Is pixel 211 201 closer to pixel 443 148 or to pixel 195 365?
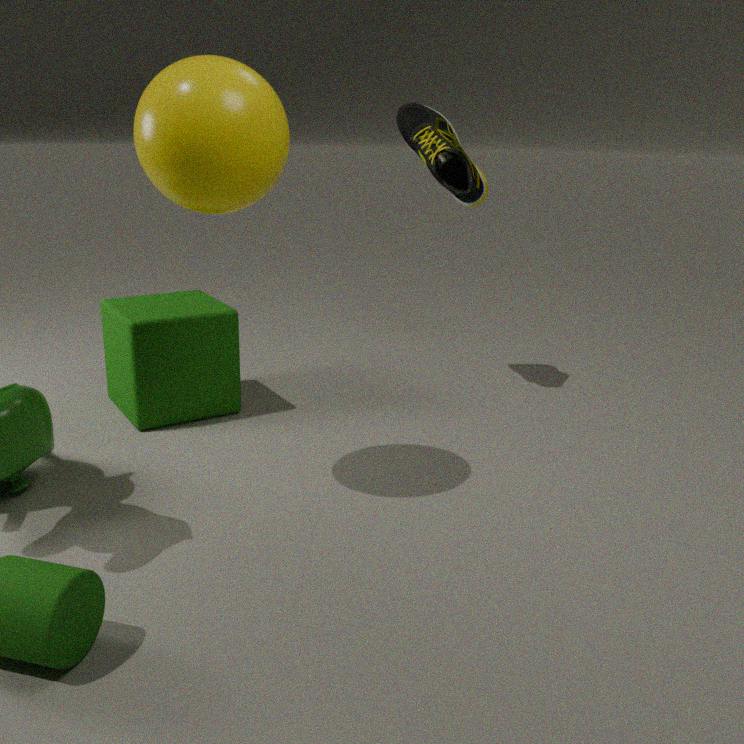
pixel 195 365
